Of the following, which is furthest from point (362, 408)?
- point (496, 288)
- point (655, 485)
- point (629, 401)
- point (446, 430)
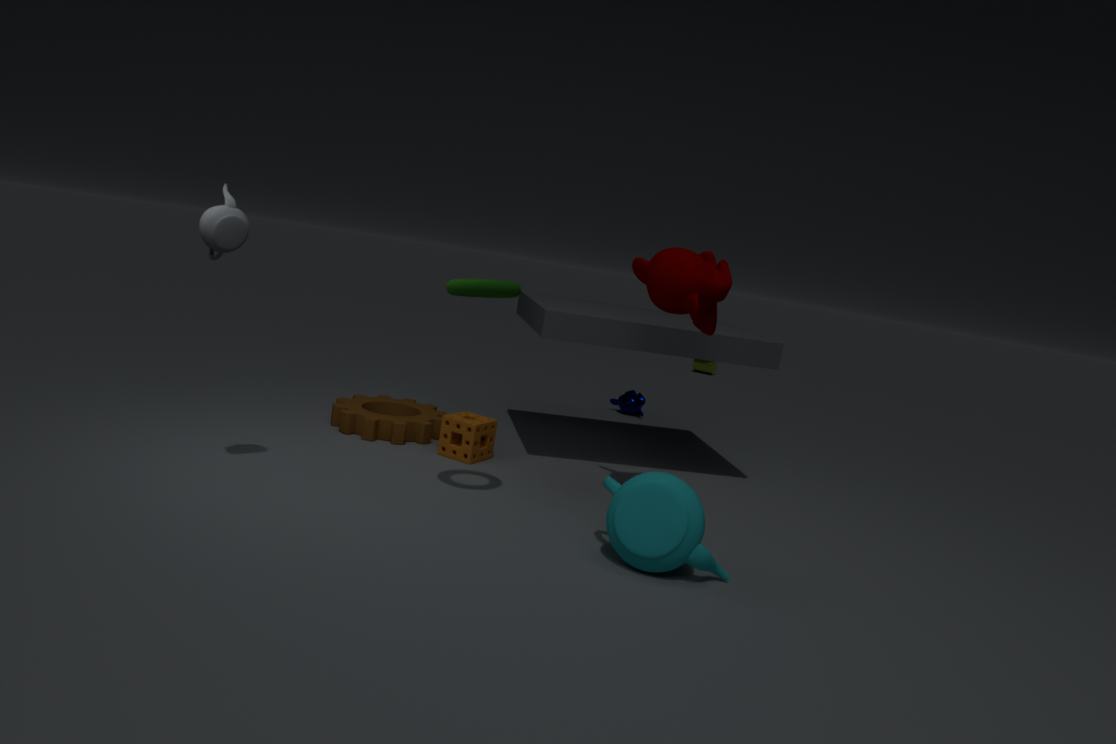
point (629, 401)
